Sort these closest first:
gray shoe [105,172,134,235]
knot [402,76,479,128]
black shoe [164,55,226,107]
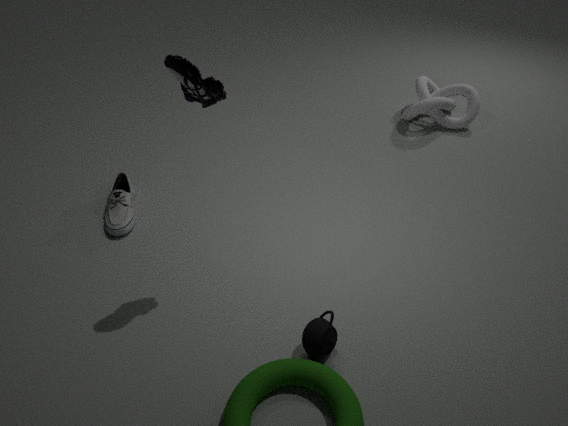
black shoe [164,55,226,107], gray shoe [105,172,134,235], knot [402,76,479,128]
